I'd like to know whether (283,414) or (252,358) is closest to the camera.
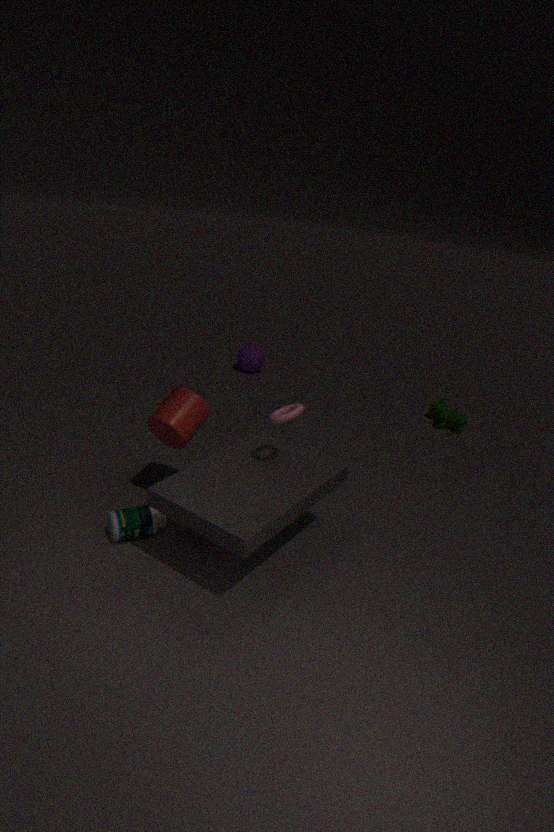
(283,414)
